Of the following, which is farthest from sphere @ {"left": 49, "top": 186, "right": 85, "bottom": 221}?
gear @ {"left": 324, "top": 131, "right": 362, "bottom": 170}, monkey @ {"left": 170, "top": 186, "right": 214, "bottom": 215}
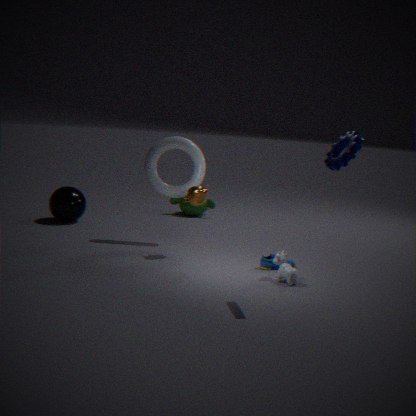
gear @ {"left": 324, "top": 131, "right": 362, "bottom": 170}
